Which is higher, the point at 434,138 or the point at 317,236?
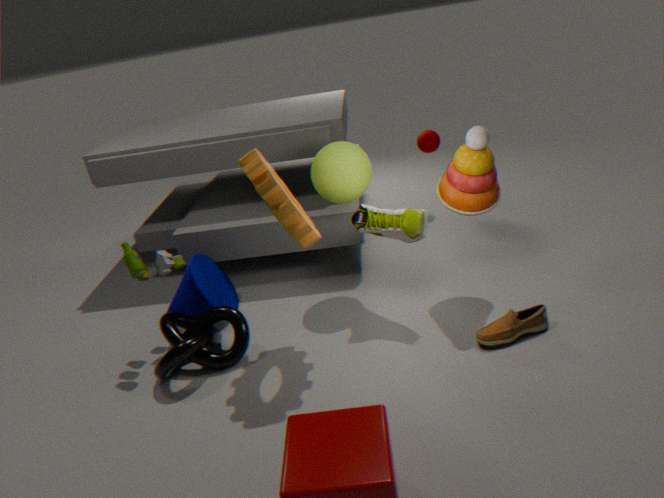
the point at 317,236
